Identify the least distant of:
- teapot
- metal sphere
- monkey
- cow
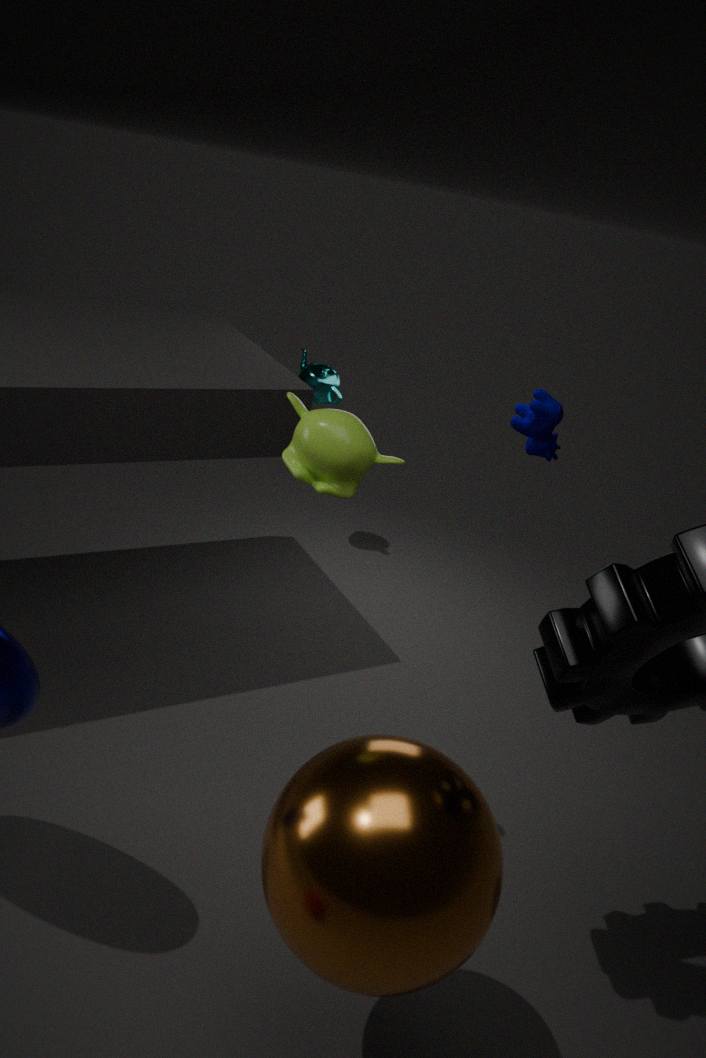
metal sphere
